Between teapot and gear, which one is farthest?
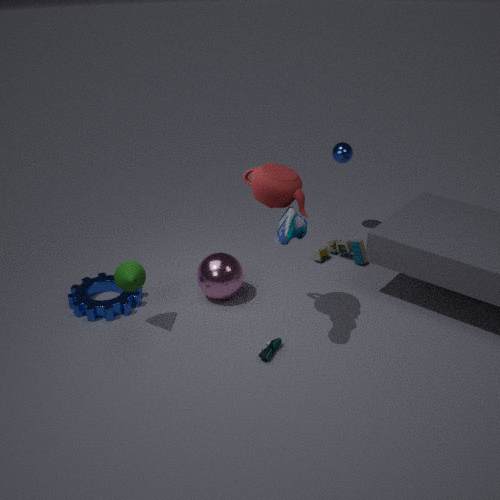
gear
